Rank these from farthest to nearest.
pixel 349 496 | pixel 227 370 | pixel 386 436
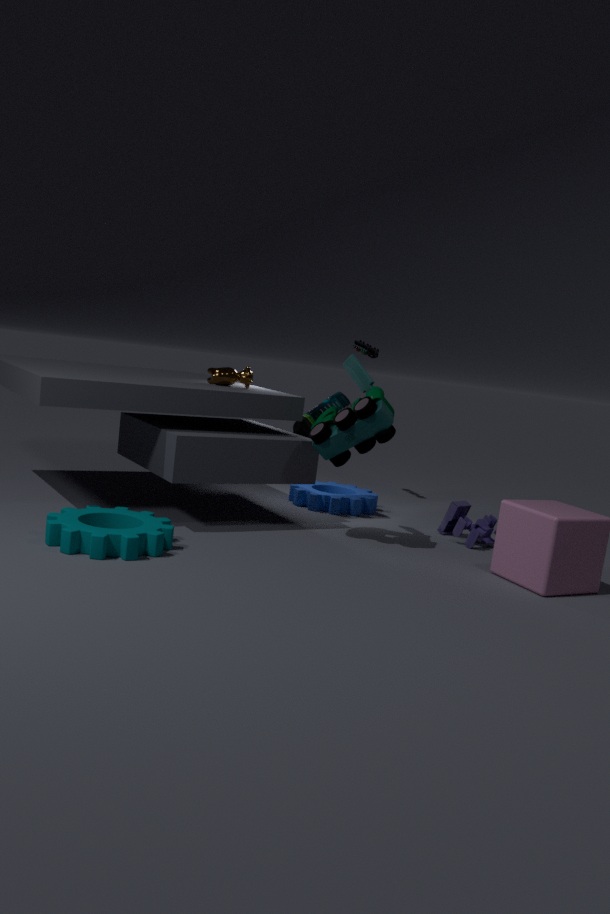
pixel 349 496, pixel 227 370, pixel 386 436
